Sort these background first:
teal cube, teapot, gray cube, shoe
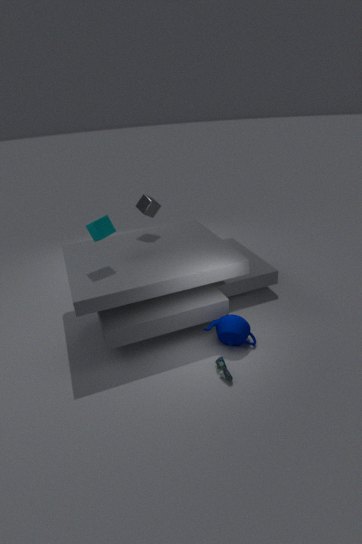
gray cube → teal cube → teapot → shoe
